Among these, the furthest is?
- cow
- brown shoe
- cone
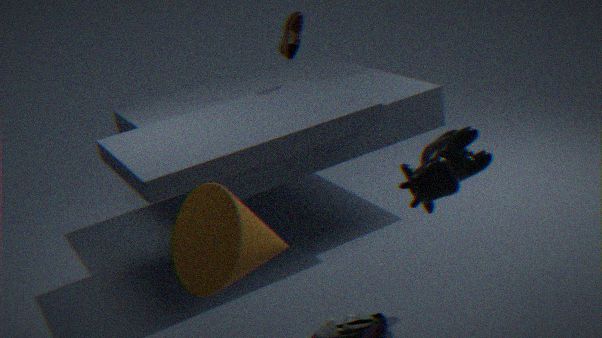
brown shoe
